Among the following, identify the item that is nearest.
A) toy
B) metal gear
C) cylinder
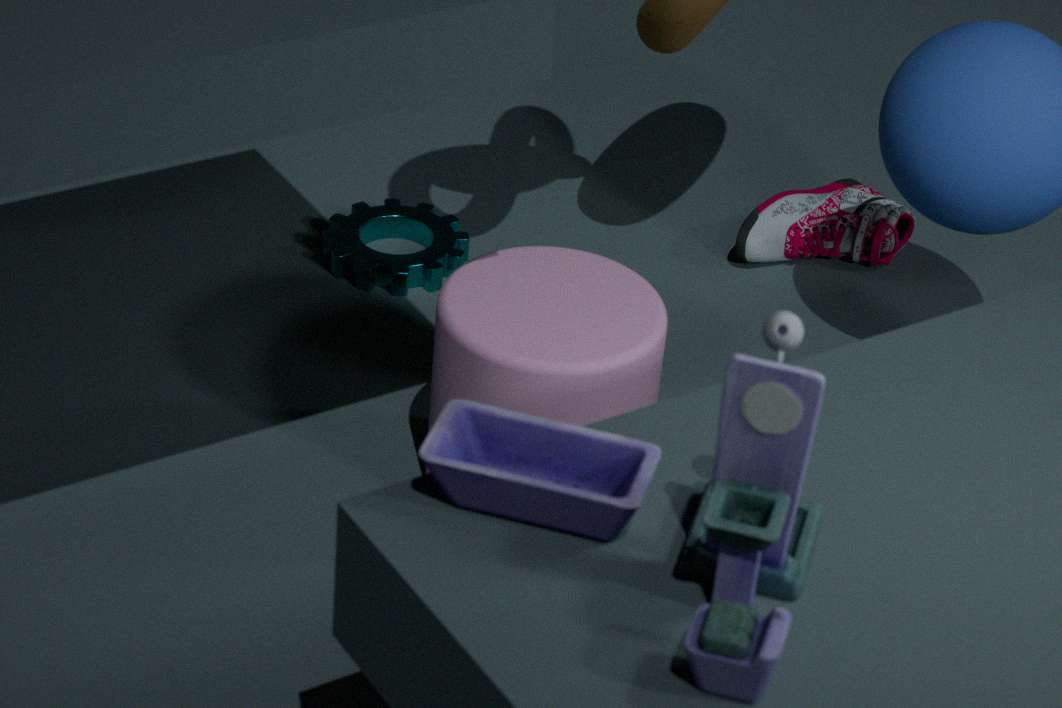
toy
